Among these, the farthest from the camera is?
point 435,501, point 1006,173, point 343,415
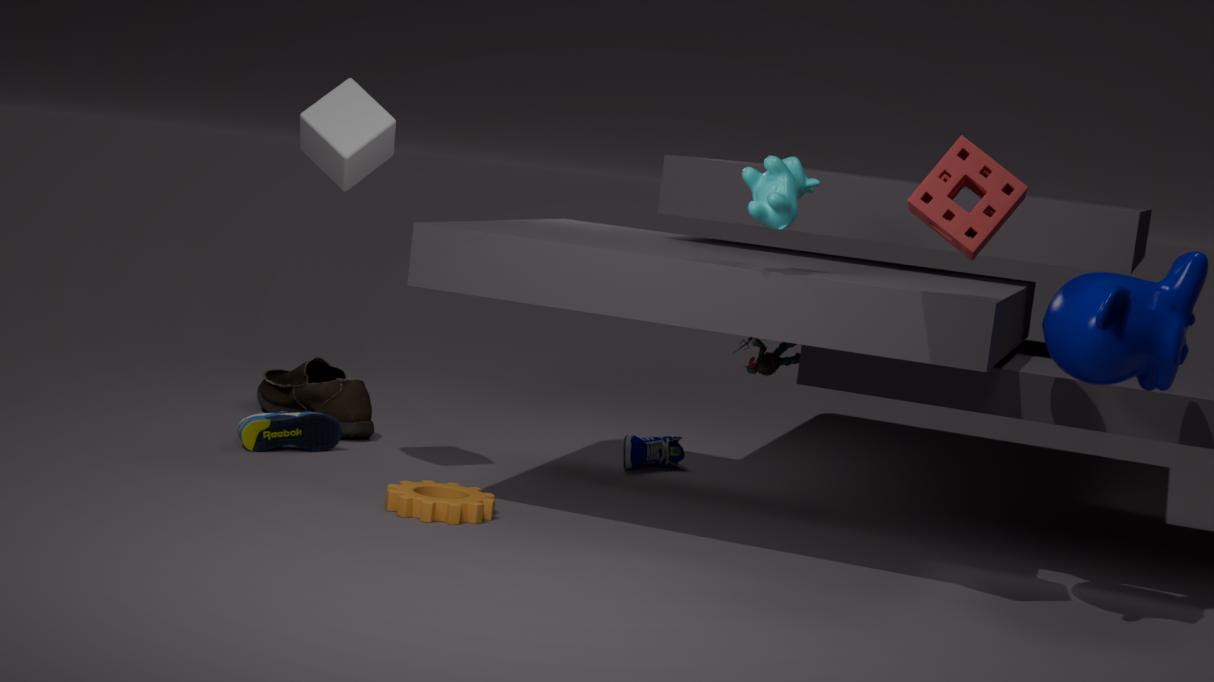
point 343,415
